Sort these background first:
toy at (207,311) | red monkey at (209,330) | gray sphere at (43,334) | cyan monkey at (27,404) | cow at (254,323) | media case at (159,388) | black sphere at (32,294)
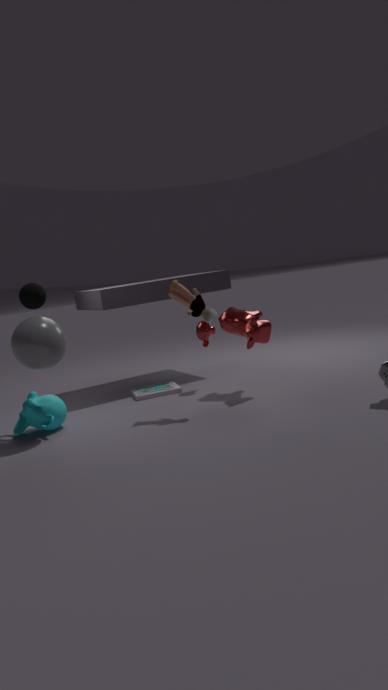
1. media case at (159,388)
2. red monkey at (209,330)
3. cow at (254,323)
4. cyan monkey at (27,404)
5. black sphere at (32,294)
6. toy at (207,311)
7. gray sphere at (43,334)
